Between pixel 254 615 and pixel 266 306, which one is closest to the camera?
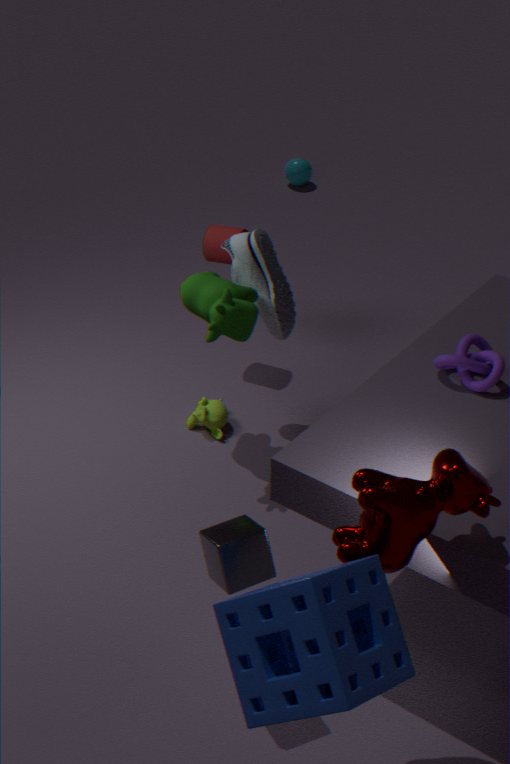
pixel 254 615
